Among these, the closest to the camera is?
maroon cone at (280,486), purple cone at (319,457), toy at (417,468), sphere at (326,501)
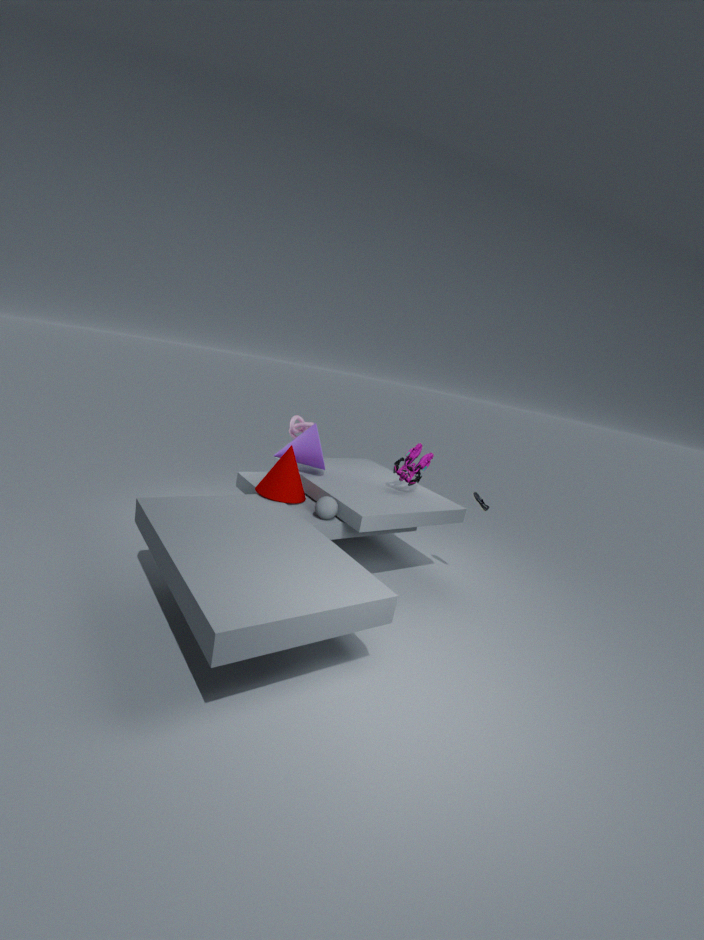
sphere at (326,501)
